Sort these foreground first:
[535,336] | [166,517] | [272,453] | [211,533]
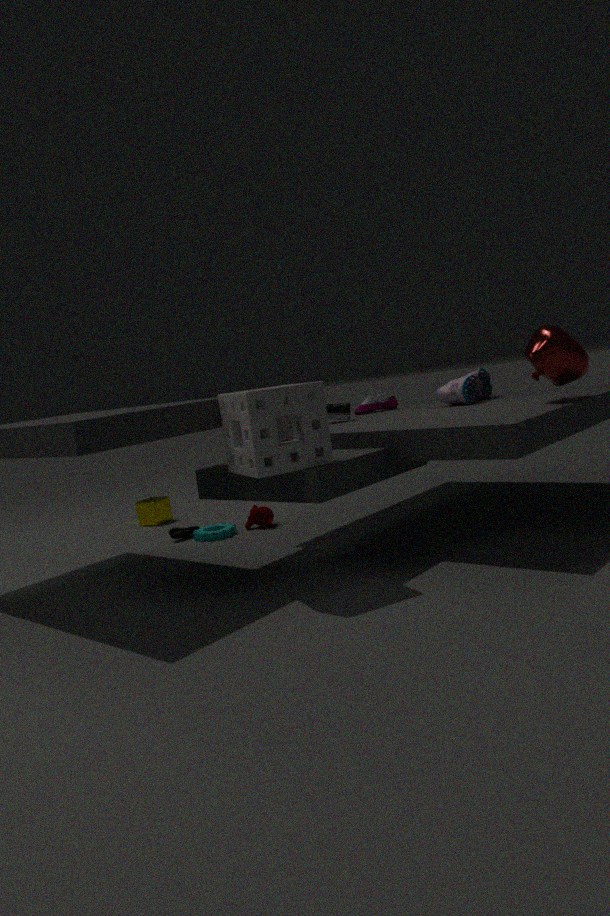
[272,453]
[535,336]
[211,533]
[166,517]
